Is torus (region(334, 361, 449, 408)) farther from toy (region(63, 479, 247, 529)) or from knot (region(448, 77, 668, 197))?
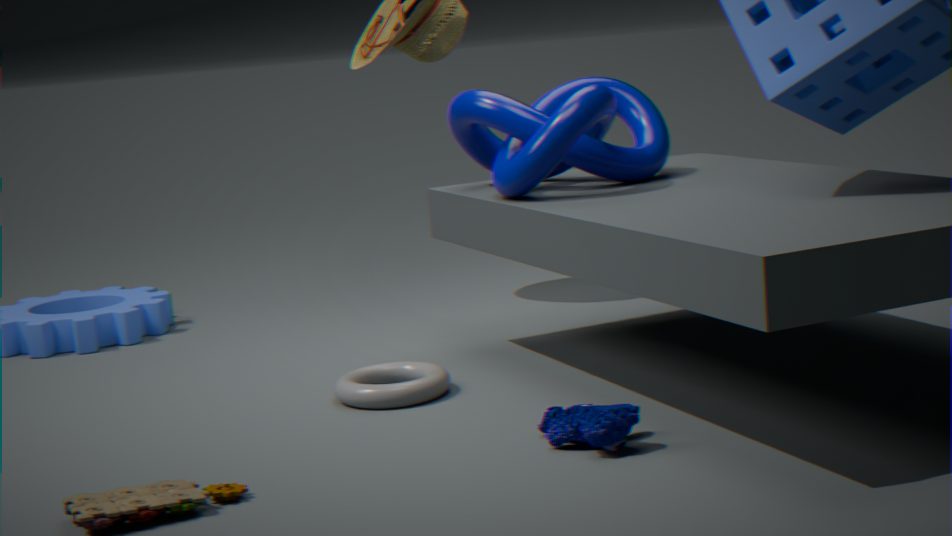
toy (region(63, 479, 247, 529))
